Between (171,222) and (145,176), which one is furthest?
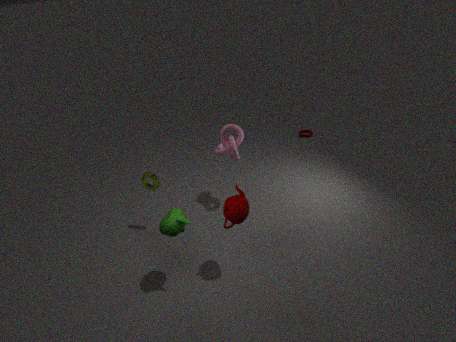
(145,176)
